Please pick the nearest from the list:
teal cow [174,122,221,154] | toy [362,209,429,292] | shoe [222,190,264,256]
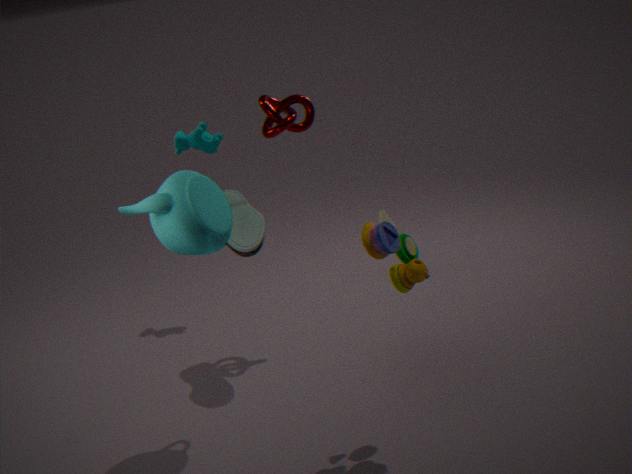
toy [362,209,429,292]
